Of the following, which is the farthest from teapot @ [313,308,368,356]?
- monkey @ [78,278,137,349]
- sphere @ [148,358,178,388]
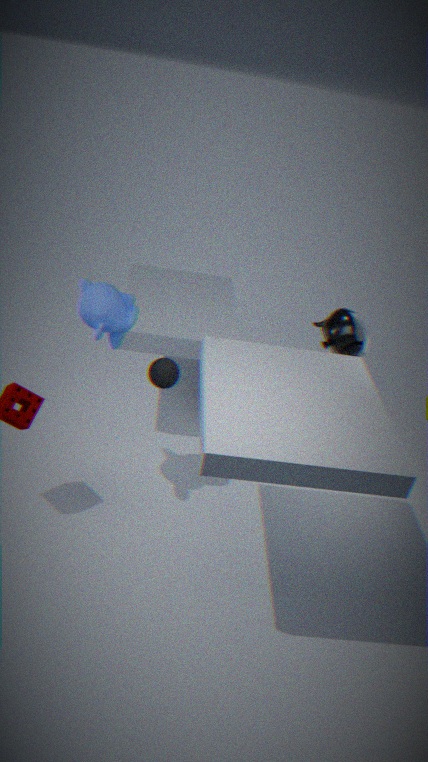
monkey @ [78,278,137,349]
